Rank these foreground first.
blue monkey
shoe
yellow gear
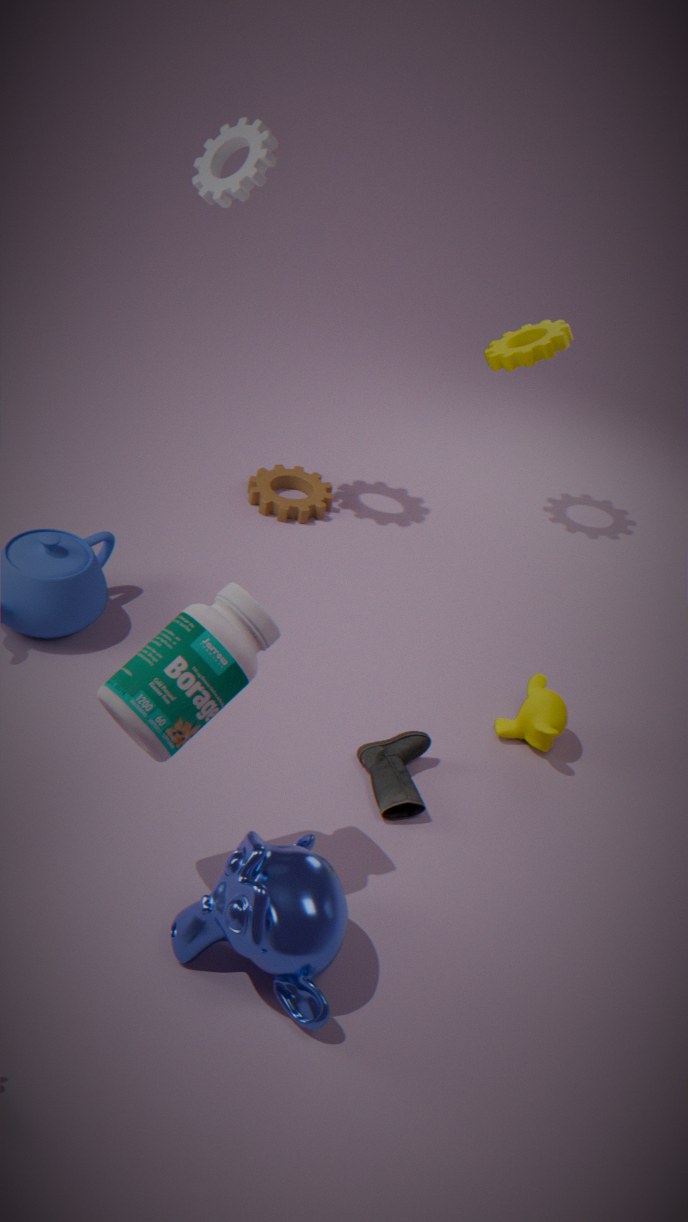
blue monkey, shoe, yellow gear
